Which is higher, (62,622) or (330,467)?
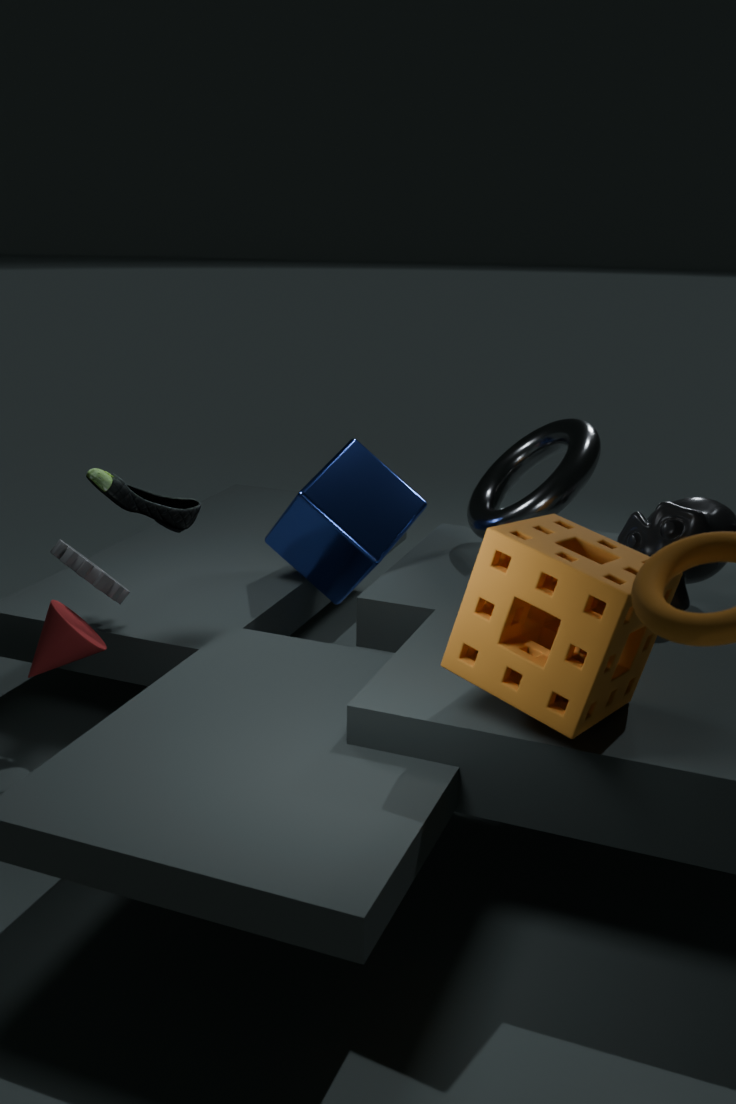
(330,467)
